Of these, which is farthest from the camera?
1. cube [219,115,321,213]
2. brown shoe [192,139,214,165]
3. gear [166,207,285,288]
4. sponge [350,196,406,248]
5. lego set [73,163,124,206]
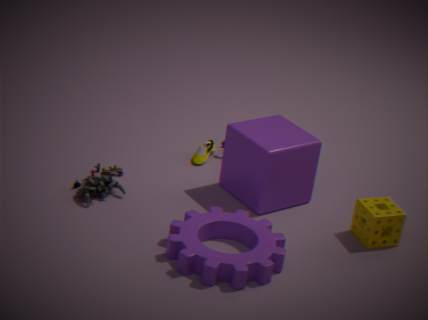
brown shoe [192,139,214,165]
